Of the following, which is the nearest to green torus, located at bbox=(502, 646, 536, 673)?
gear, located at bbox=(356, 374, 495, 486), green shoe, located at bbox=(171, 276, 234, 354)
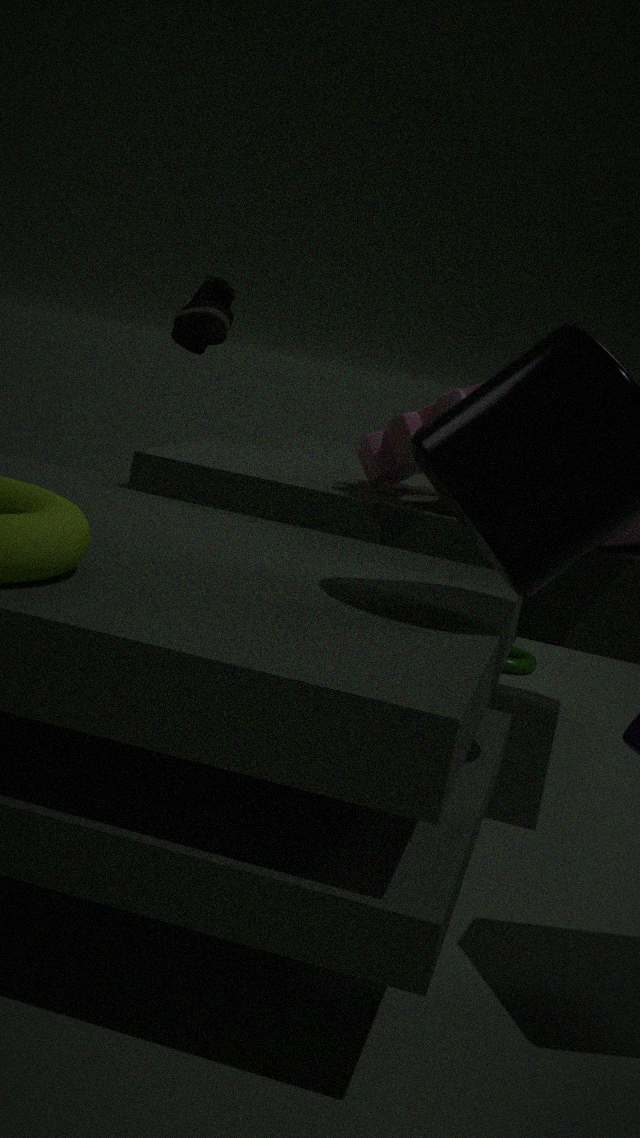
gear, located at bbox=(356, 374, 495, 486)
